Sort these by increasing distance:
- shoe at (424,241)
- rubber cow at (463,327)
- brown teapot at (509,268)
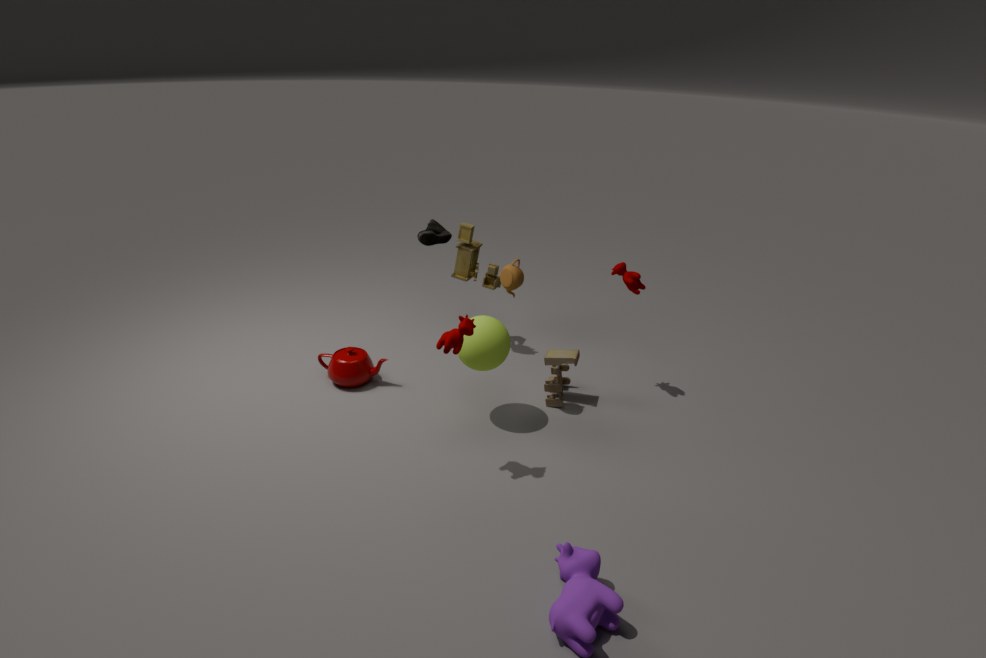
rubber cow at (463,327), brown teapot at (509,268), shoe at (424,241)
